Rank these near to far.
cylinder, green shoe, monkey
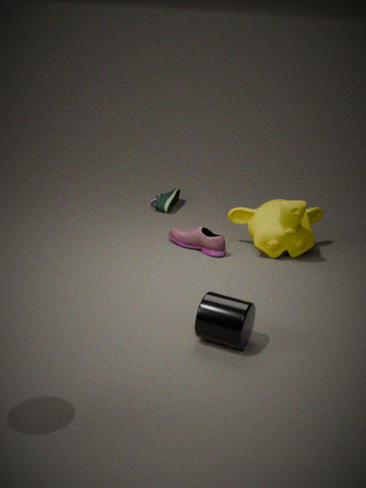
cylinder, monkey, green shoe
